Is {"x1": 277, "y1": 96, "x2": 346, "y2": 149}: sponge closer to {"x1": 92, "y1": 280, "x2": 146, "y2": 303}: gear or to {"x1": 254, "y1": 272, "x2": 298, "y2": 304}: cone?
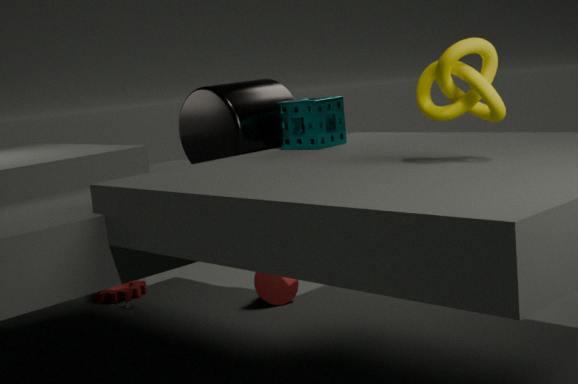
{"x1": 254, "y1": 272, "x2": 298, "y2": 304}: cone
